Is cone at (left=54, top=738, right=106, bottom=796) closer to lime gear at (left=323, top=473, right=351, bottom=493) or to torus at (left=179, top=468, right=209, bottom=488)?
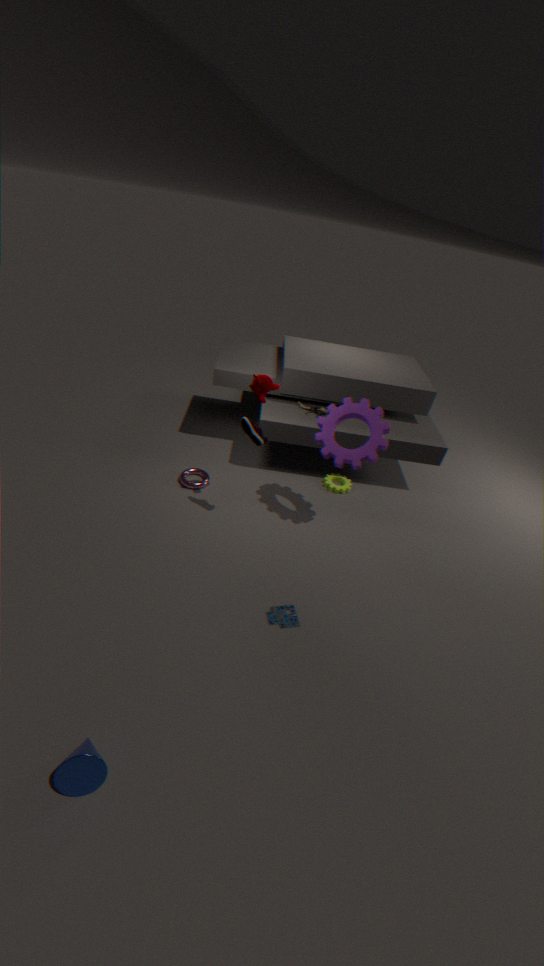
torus at (left=179, top=468, right=209, bottom=488)
